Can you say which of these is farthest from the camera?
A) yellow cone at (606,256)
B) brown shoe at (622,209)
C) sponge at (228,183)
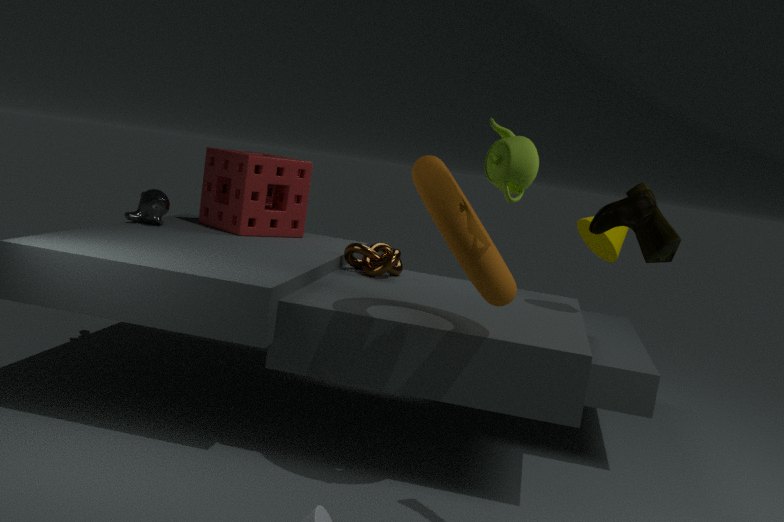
sponge at (228,183)
